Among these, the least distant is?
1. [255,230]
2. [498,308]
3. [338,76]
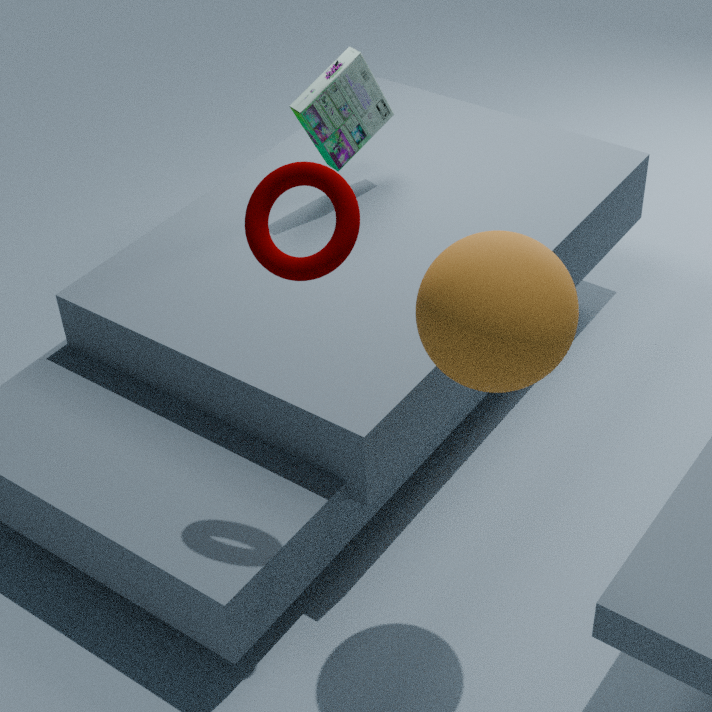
[498,308]
